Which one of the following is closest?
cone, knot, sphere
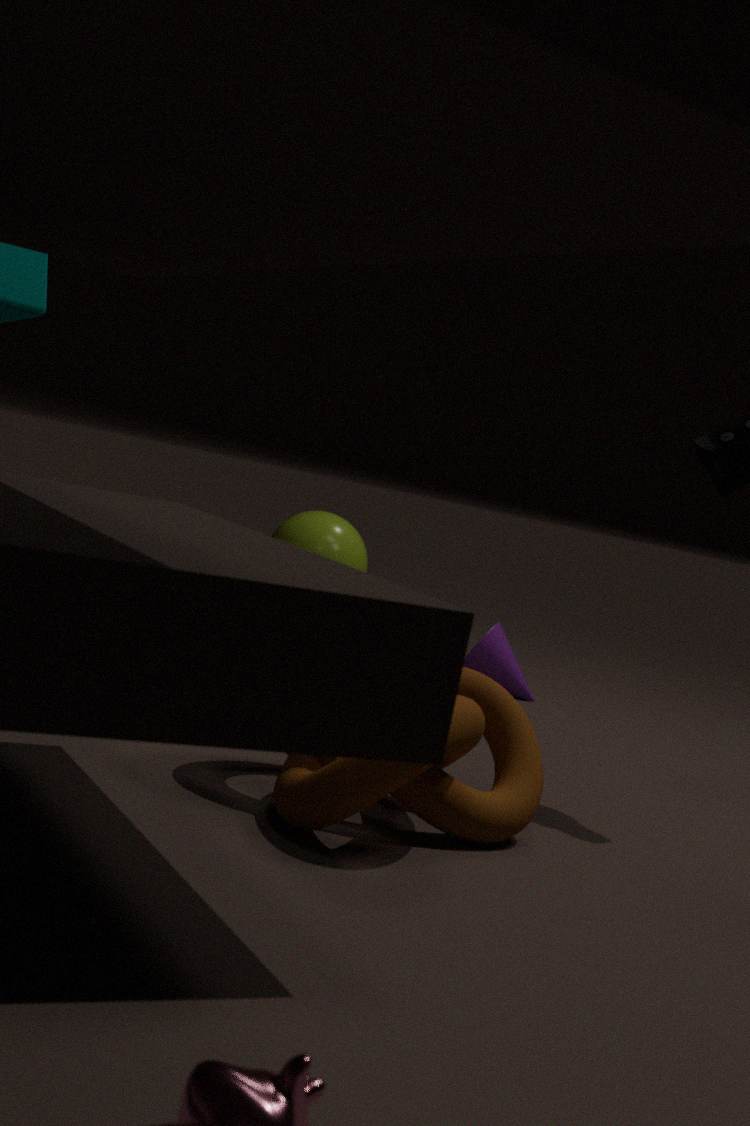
knot
